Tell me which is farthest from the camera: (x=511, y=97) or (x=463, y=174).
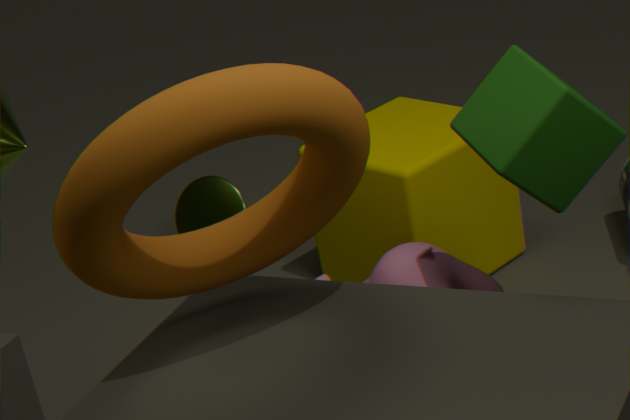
(x=463, y=174)
